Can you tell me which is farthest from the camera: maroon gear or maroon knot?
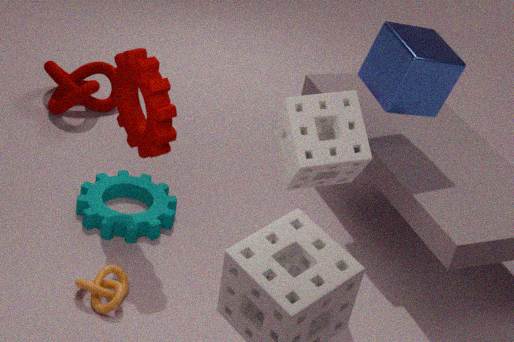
maroon knot
